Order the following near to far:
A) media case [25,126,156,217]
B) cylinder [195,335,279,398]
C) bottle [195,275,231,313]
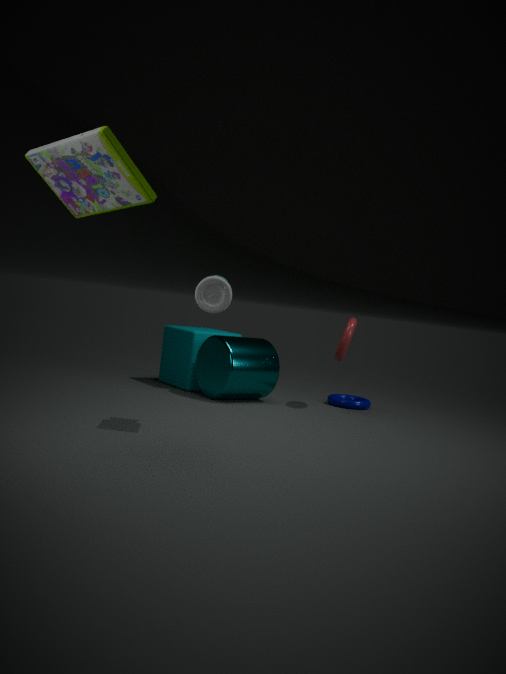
media case [25,126,156,217] → bottle [195,275,231,313] → cylinder [195,335,279,398]
